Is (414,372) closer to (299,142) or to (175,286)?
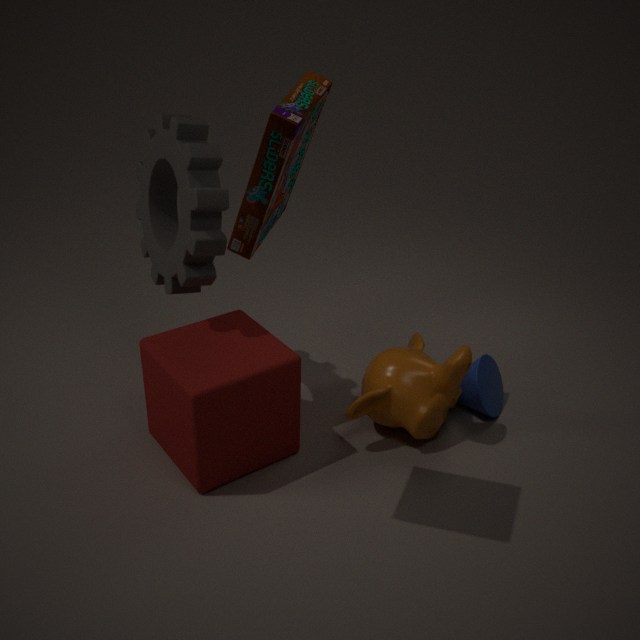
(175,286)
